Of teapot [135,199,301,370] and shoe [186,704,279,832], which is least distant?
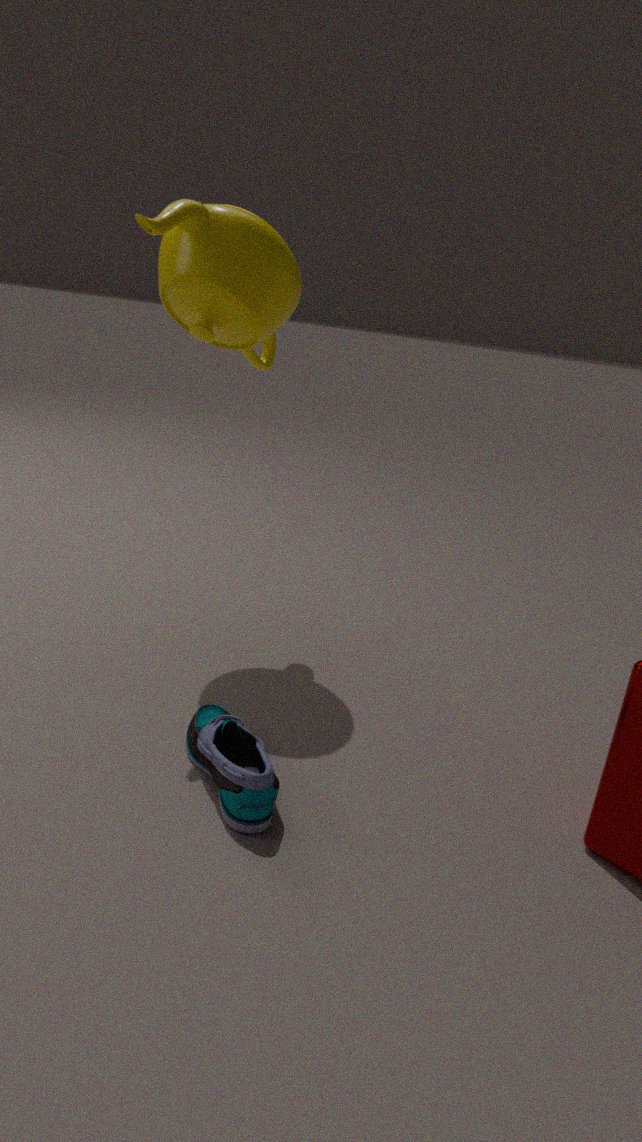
shoe [186,704,279,832]
